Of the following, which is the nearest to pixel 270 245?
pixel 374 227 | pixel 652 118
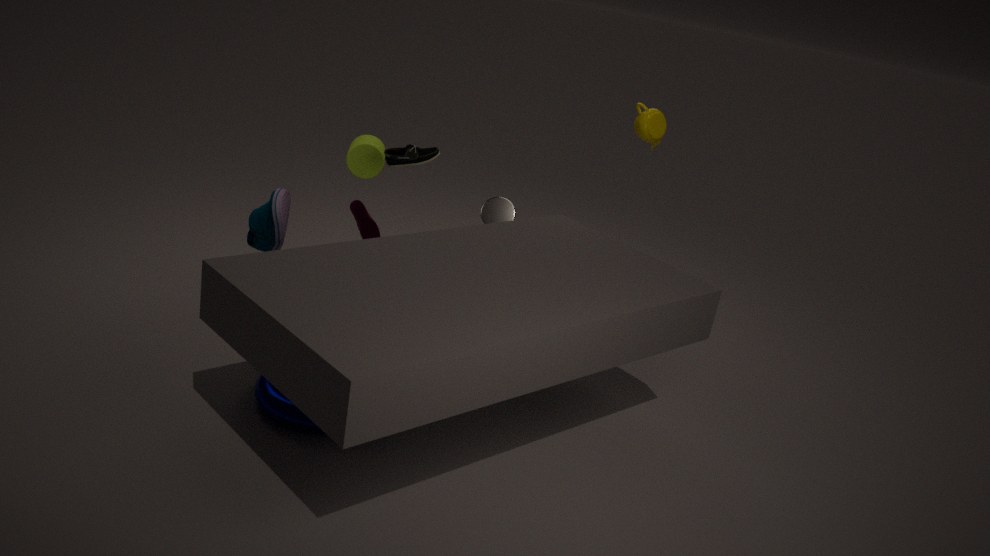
pixel 374 227
